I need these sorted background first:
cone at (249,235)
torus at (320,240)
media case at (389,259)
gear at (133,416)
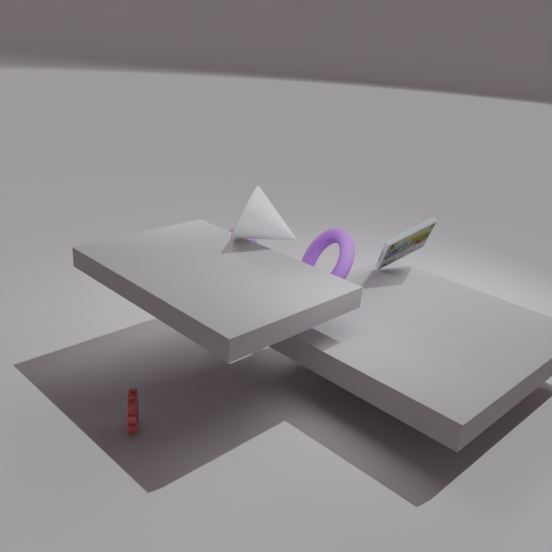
media case at (389,259) < cone at (249,235) < torus at (320,240) < gear at (133,416)
